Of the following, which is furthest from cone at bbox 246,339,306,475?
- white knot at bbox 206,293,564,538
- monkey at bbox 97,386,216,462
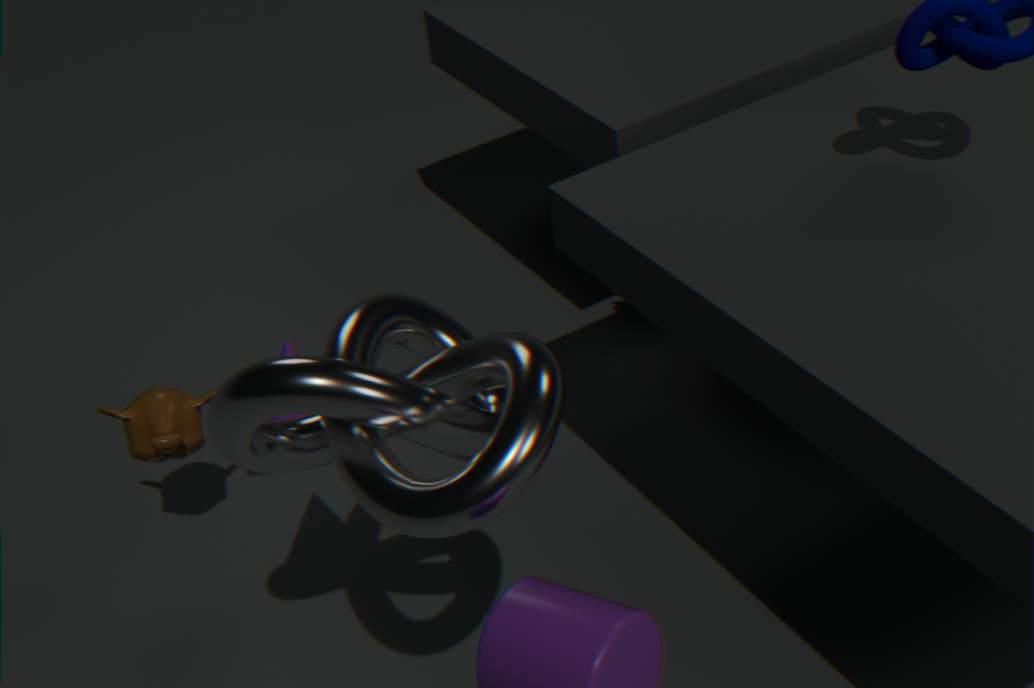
monkey at bbox 97,386,216,462
